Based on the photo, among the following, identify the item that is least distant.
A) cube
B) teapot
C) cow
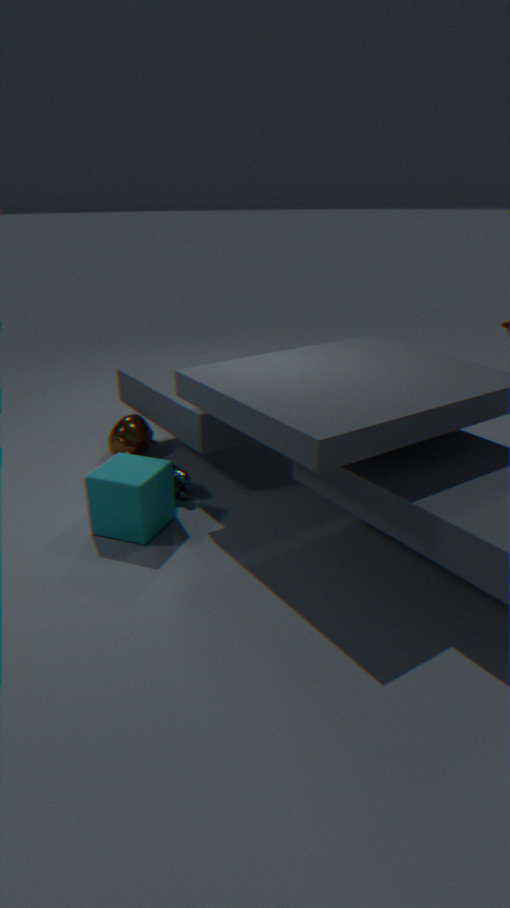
cube
